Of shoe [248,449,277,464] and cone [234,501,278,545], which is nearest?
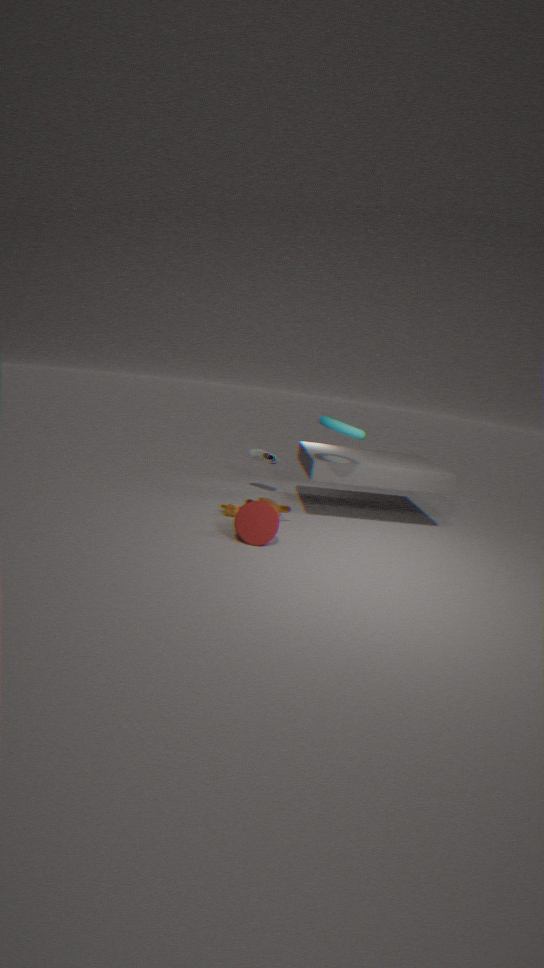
cone [234,501,278,545]
